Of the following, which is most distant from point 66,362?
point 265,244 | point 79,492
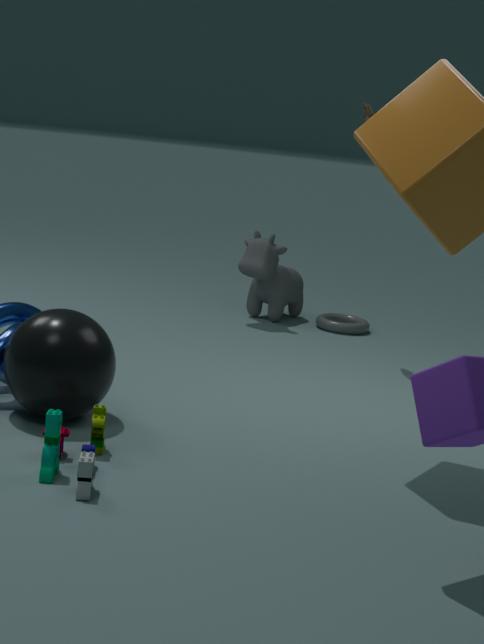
point 265,244
